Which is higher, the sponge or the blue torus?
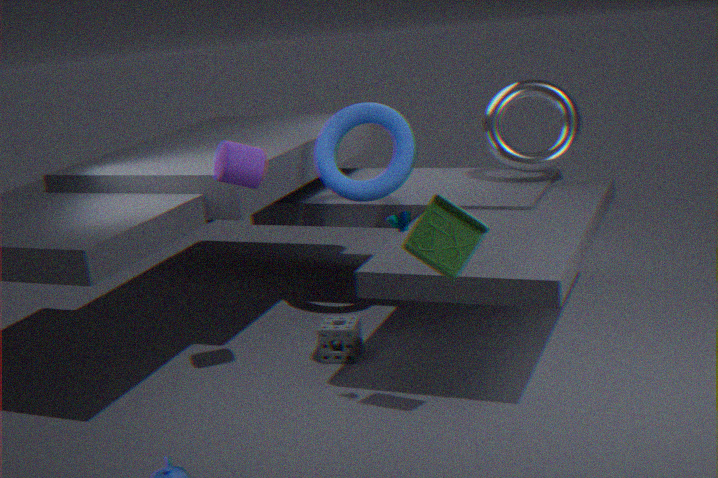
the blue torus
